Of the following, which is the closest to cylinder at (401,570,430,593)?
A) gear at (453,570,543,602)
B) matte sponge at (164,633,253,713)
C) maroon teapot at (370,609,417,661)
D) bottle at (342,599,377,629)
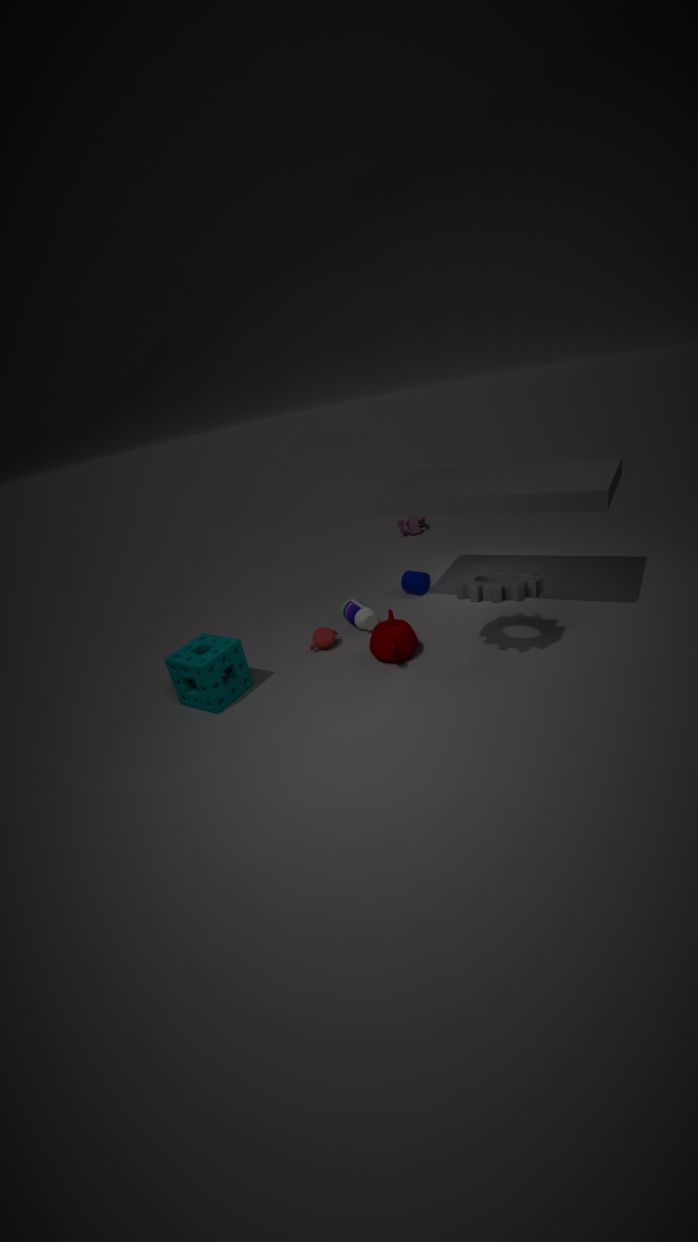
bottle at (342,599,377,629)
